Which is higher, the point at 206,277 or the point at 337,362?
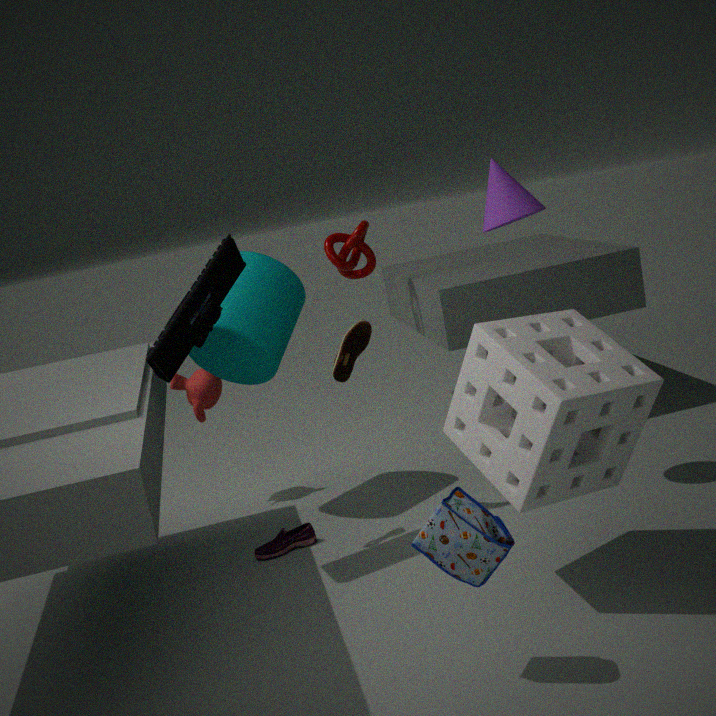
the point at 206,277
